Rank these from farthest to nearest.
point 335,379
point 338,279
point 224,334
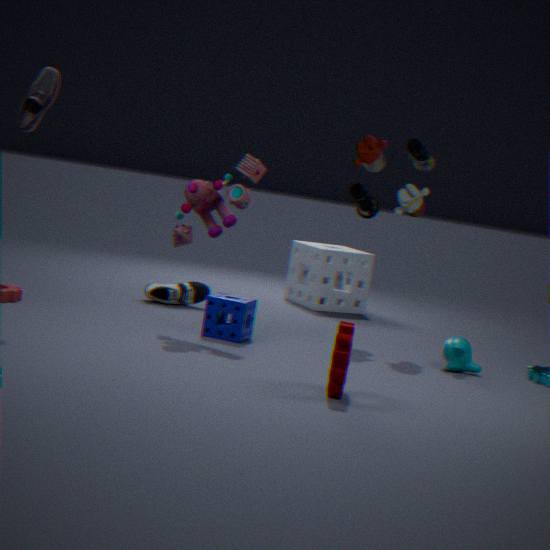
point 338,279
point 224,334
point 335,379
